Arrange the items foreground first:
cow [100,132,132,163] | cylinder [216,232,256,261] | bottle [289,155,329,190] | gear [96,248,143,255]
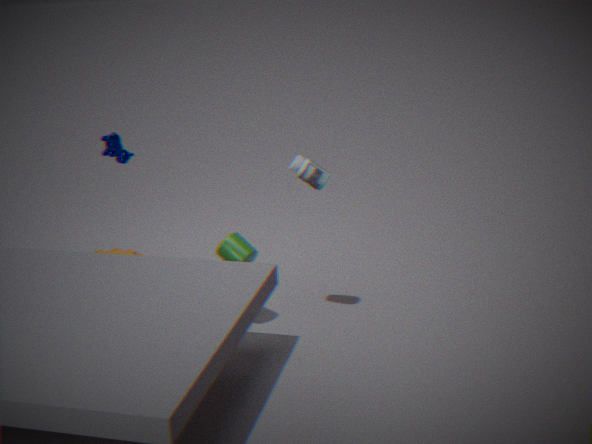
bottle [289,155,329,190]
cylinder [216,232,256,261]
cow [100,132,132,163]
gear [96,248,143,255]
